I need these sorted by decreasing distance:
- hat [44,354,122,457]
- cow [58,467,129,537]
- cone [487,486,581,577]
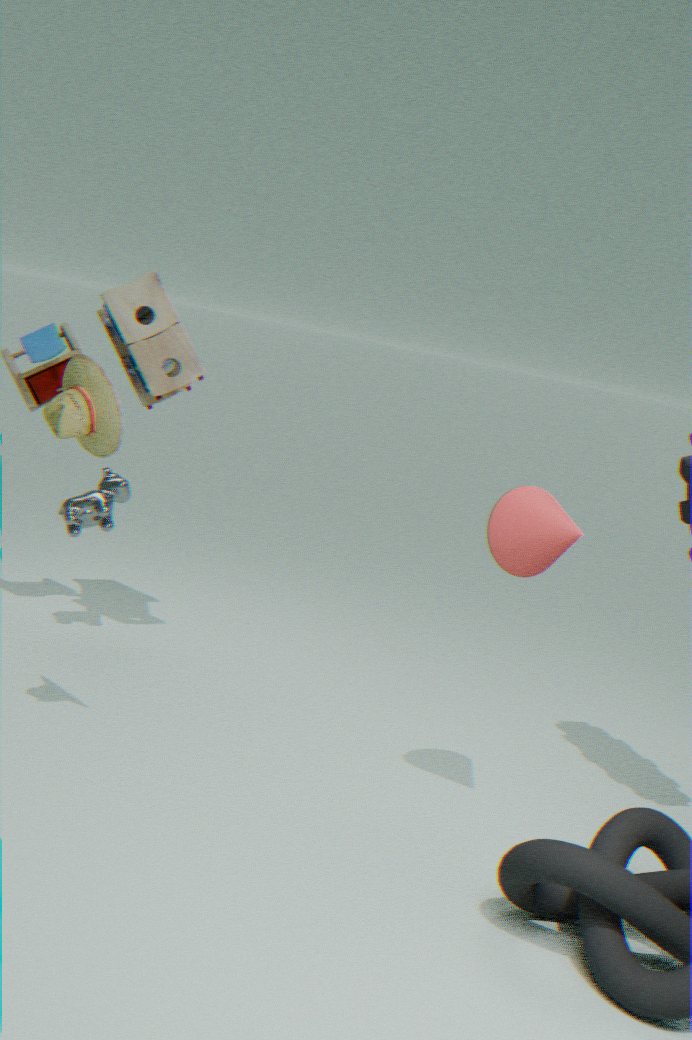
1. cow [58,467,129,537]
2. cone [487,486,581,577]
3. hat [44,354,122,457]
